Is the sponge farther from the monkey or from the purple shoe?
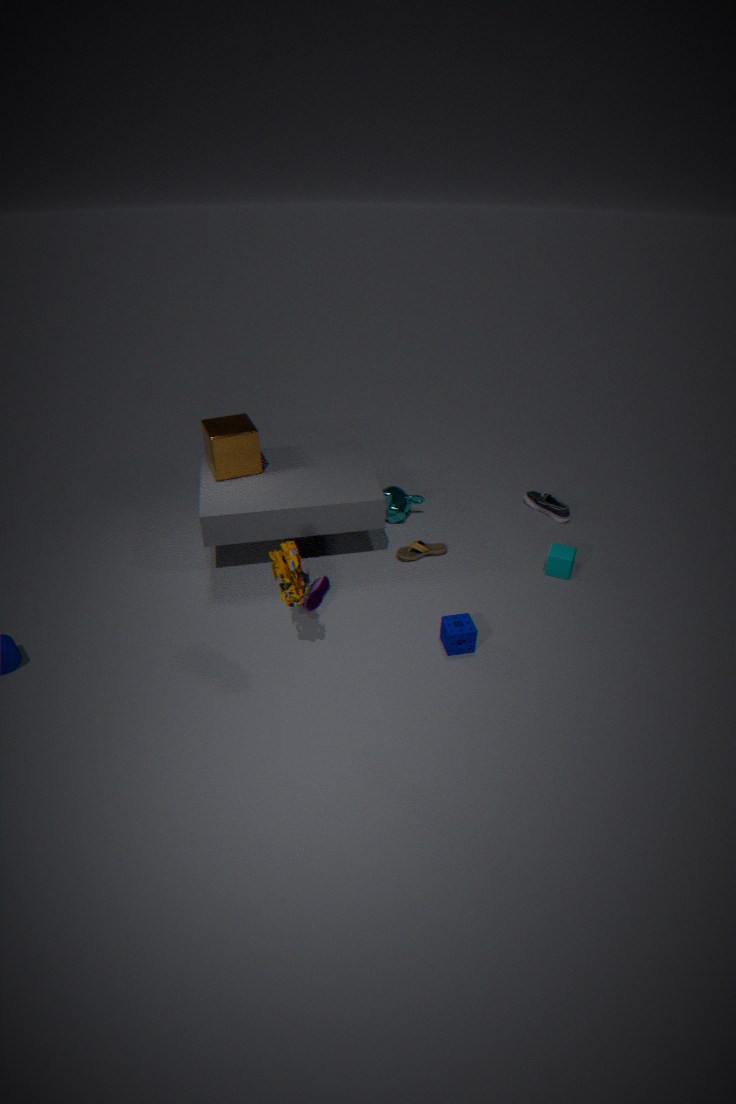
the monkey
